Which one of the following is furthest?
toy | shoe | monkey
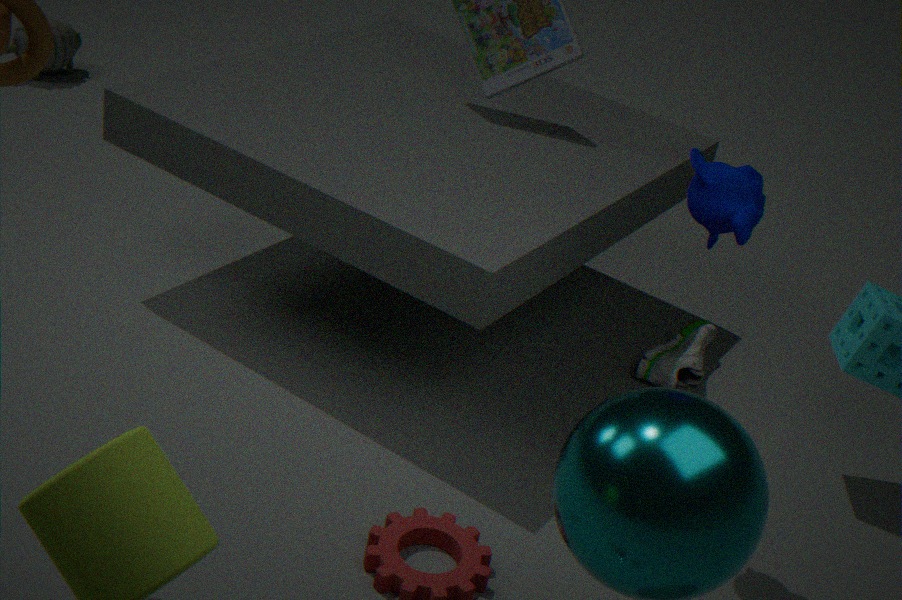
toy
